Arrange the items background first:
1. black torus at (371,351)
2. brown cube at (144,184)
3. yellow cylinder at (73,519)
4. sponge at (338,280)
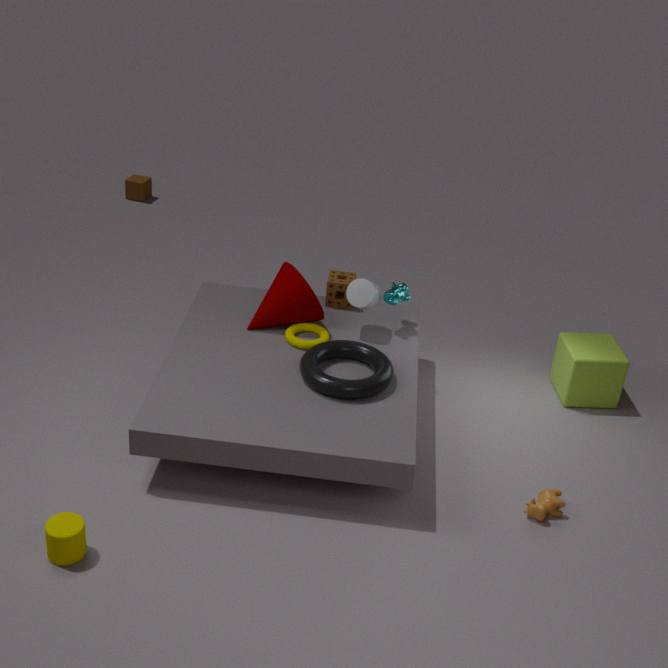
brown cube at (144,184) < sponge at (338,280) < black torus at (371,351) < yellow cylinder at (73,519)
